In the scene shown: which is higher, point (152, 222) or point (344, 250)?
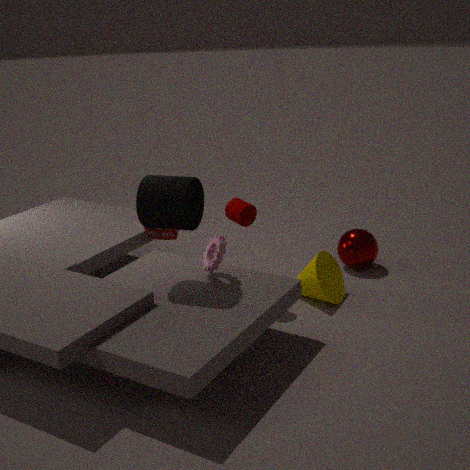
point (152, 222)
